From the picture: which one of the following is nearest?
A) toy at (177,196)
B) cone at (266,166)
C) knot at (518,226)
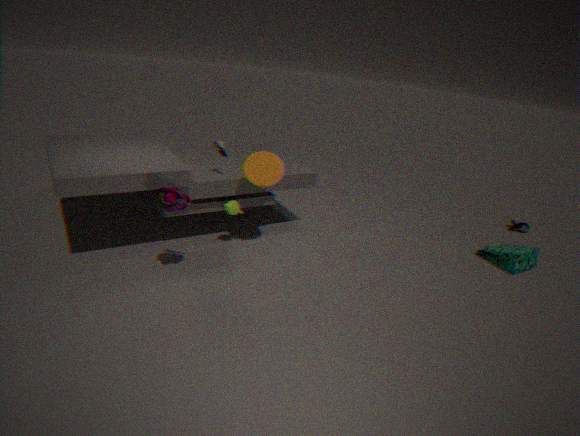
toy at (177,196)
